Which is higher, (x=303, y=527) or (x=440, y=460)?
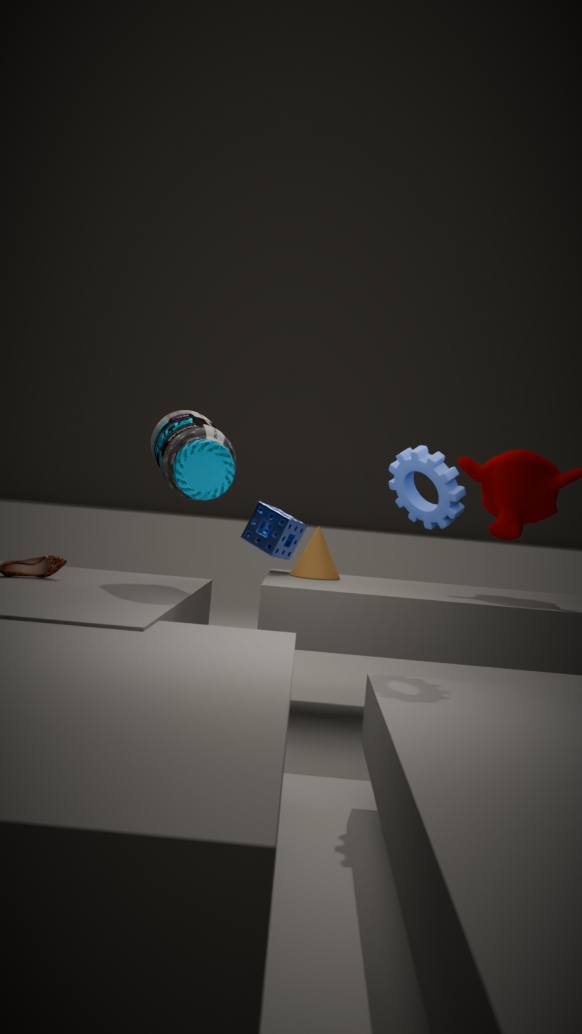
(x=440, y=460)
